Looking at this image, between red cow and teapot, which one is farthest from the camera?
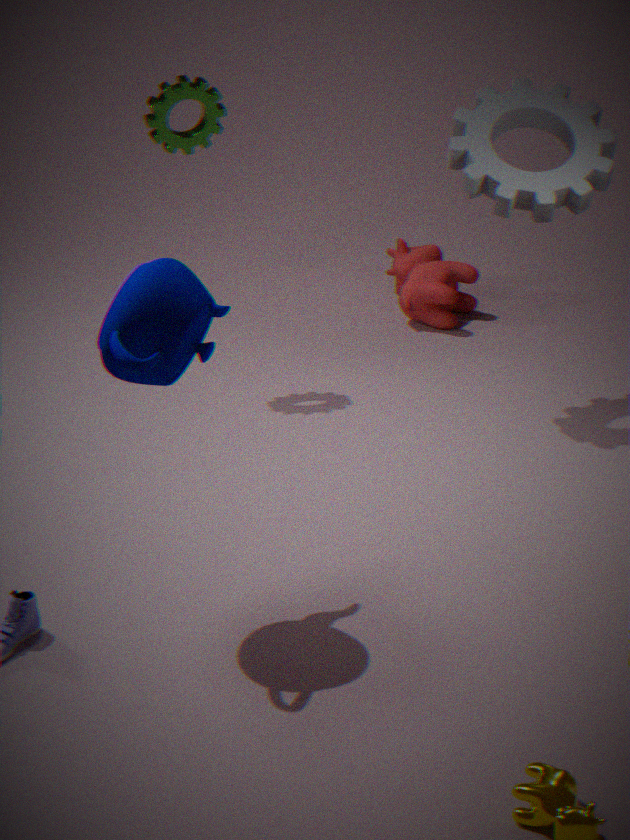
red cow
